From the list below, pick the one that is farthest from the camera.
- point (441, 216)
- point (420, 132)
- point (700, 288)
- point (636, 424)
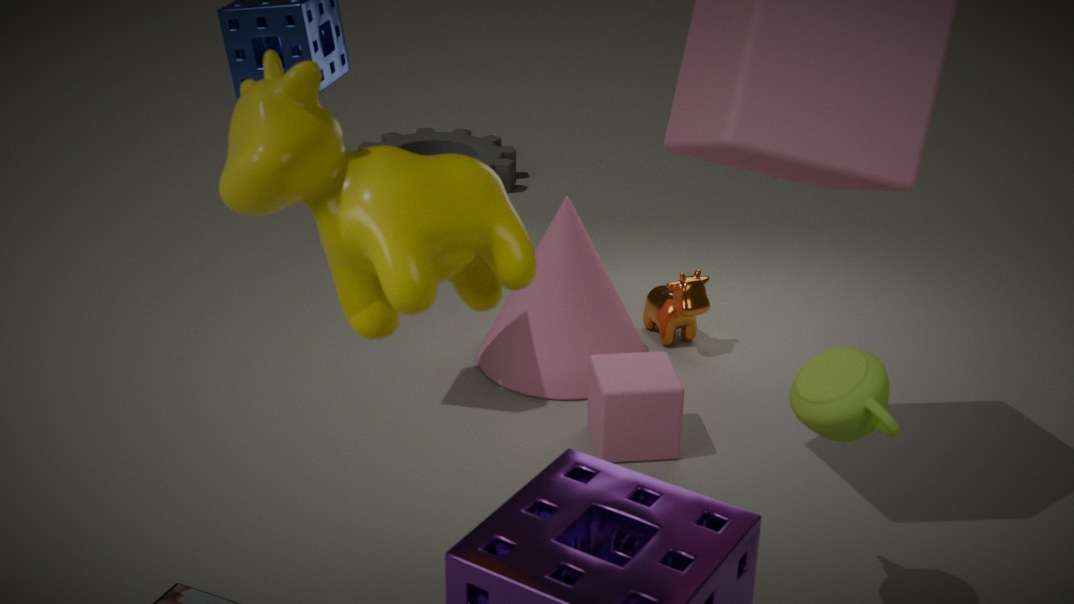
point (420, 132)
